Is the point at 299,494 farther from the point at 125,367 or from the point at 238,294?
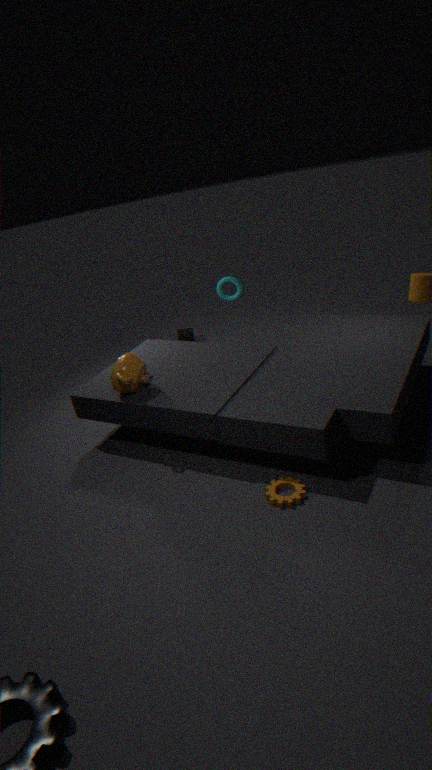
the point at 238,294
